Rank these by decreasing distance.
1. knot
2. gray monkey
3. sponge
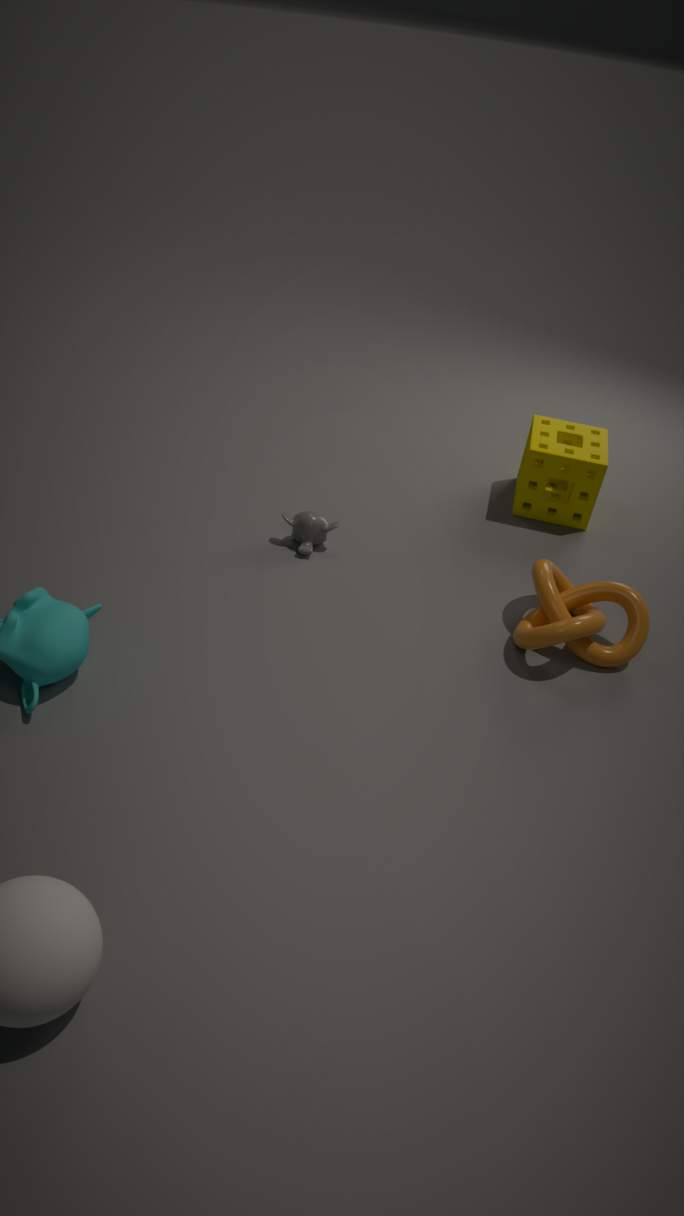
sponge
gray monkey
knot
